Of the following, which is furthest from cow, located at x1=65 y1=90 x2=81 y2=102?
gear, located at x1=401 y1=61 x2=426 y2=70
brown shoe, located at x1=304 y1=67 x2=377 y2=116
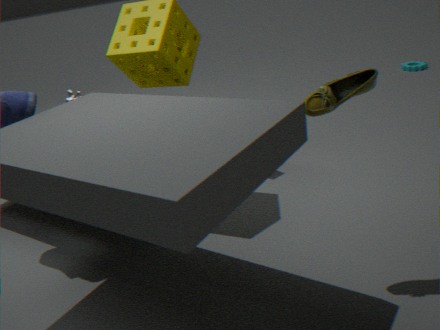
gear, located at x1=401 y1=61 x2=426 y2=70
